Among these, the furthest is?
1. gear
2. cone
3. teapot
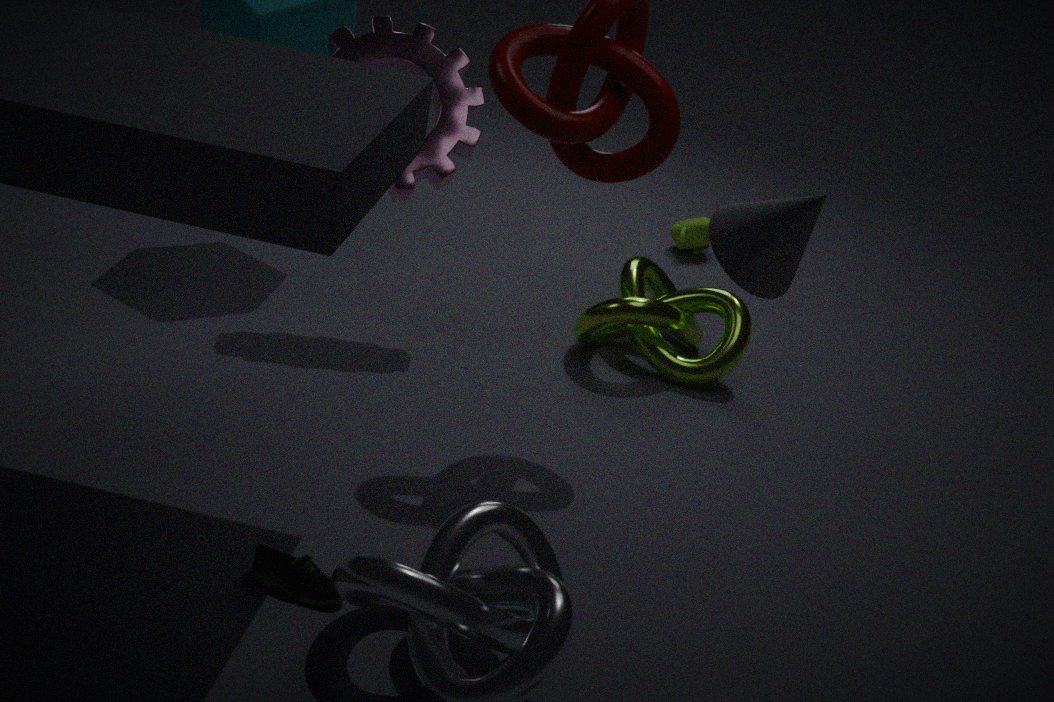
teapot
